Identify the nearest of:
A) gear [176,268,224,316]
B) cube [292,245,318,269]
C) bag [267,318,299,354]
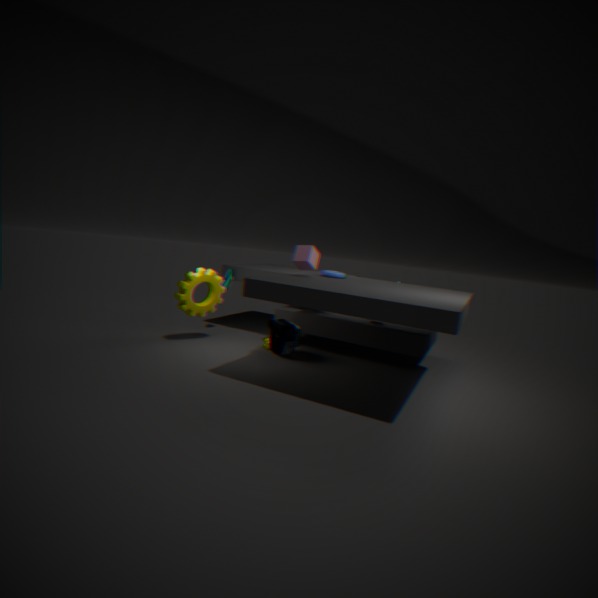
cube [292,245,318,269]
